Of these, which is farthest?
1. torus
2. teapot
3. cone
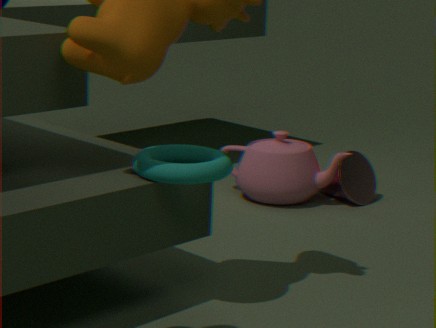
cone
